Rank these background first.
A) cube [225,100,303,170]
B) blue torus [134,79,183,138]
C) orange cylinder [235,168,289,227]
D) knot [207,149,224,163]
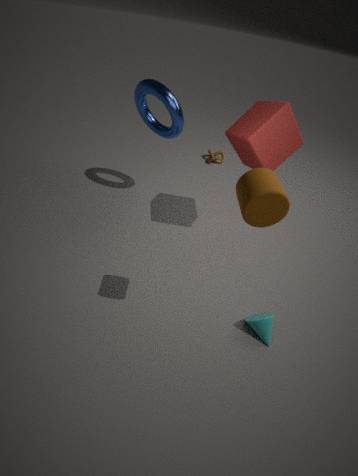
1. knot [207,149,224,163]
2. blue torus [134,79,183,138]
3. cube [225,100,303,170]
4. orange cylinder [235,168,289,227]
